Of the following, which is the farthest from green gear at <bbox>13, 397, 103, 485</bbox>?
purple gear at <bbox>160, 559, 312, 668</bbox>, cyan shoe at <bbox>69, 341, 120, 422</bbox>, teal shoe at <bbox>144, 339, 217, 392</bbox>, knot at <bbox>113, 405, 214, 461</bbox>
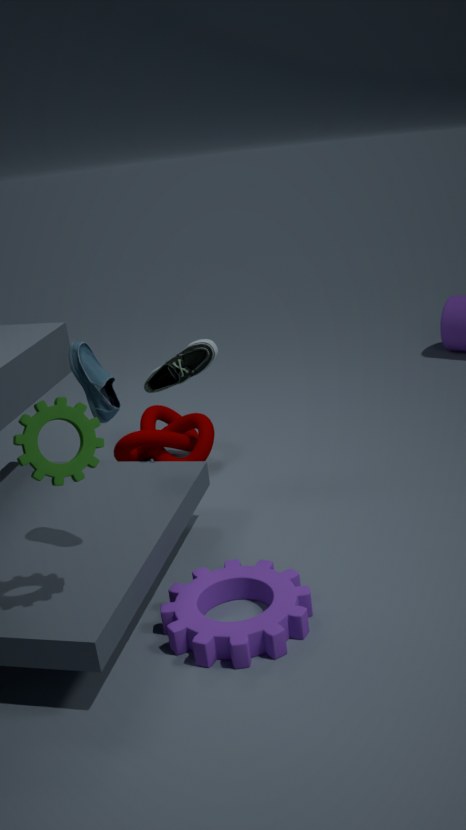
knot at <bbox>113, 405, 214, 461</bbox>
